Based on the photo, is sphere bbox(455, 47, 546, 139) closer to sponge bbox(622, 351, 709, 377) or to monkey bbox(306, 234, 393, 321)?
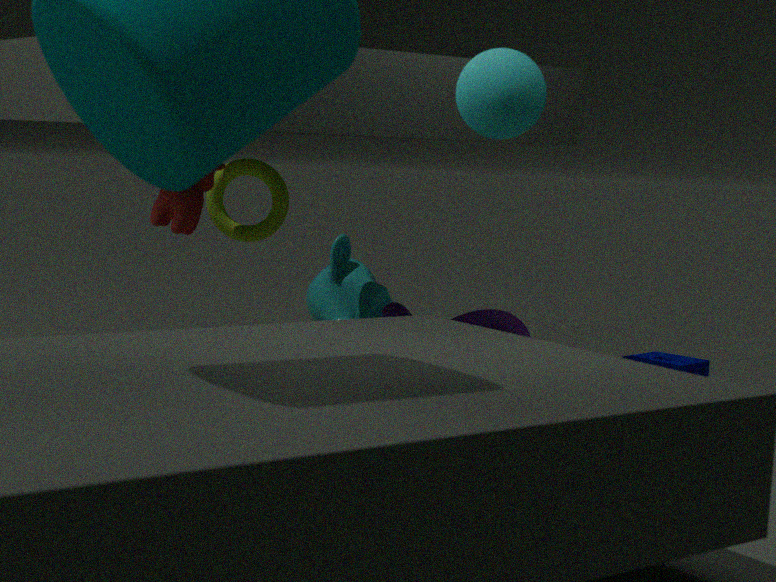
sponge bbox(622, 351, 709, 377)
